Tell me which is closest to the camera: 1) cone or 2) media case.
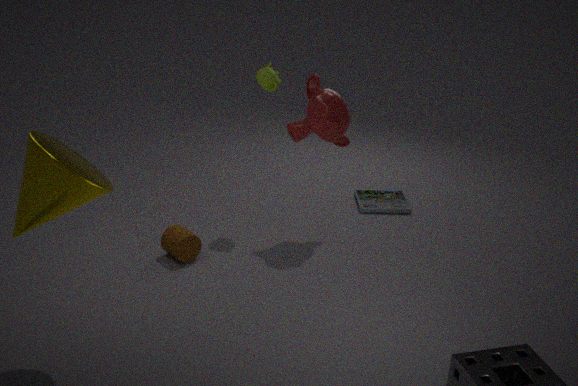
1. cone
